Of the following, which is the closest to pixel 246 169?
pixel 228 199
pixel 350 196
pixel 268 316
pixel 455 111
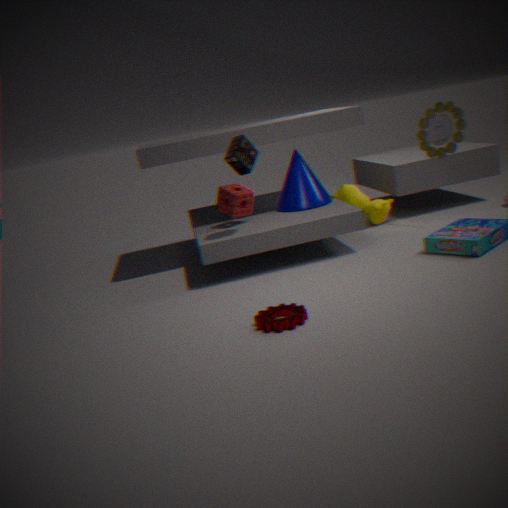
pixel 228 199
